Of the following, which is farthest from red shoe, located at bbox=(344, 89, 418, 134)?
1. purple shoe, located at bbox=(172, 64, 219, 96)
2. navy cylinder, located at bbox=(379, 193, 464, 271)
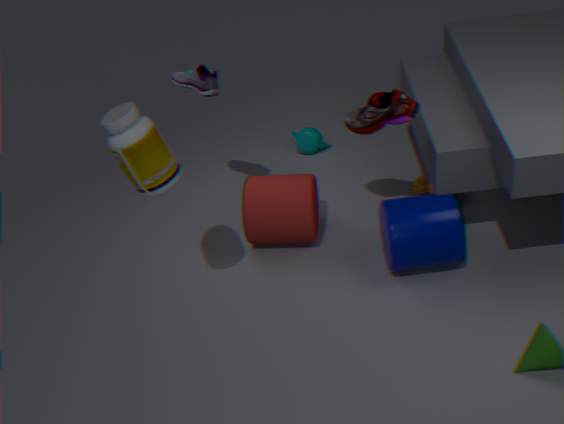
purple shoe, located at bbox=(172, 64, 219, 96)
